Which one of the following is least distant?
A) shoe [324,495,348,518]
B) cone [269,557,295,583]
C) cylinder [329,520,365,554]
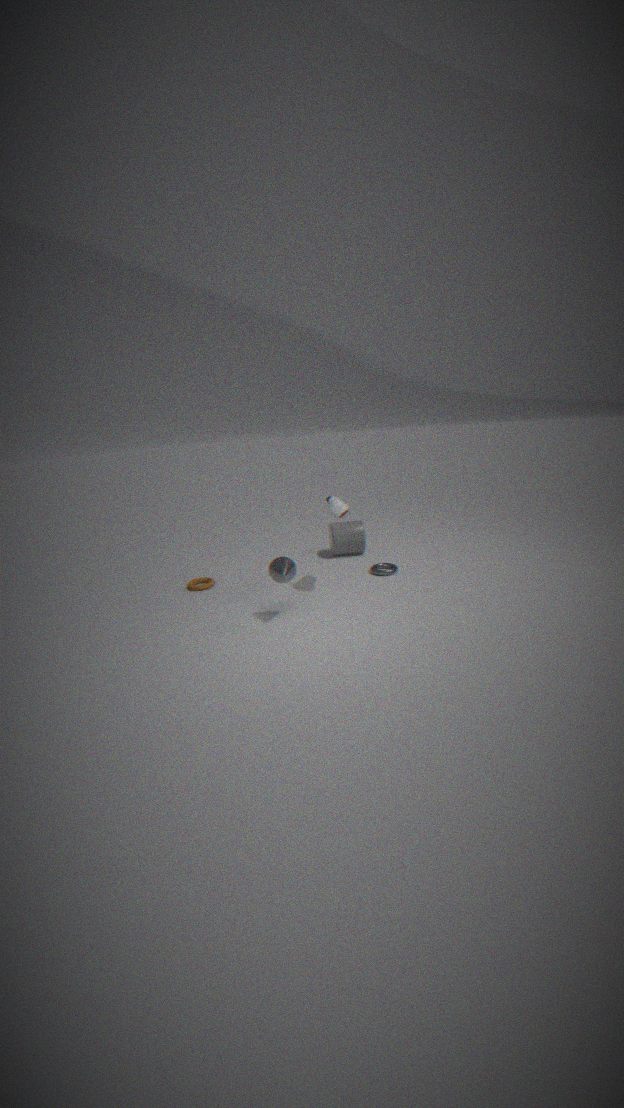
cone [269,557,295,583]
